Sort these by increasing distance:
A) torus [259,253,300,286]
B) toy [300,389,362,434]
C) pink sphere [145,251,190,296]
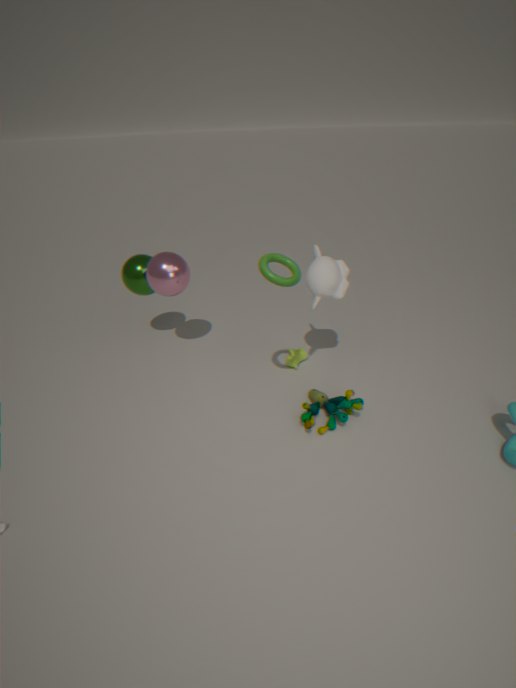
torus [259,253,300,286] → toy [300,389,362,434] → pink sphere [145,251,190,296]
